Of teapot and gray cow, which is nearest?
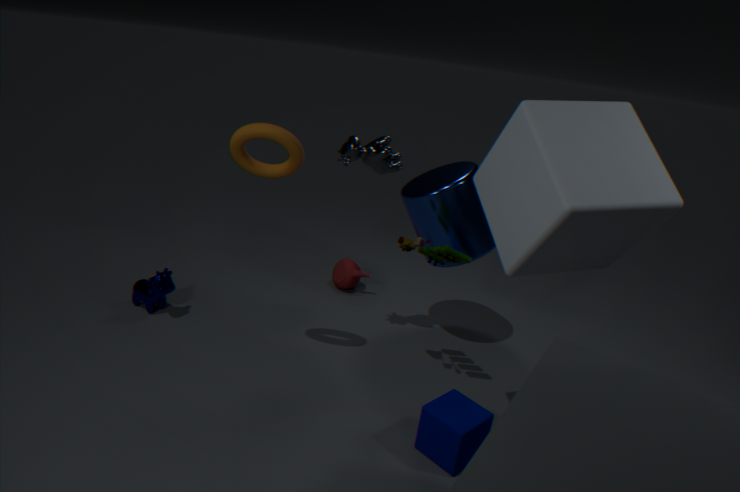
gray cow
